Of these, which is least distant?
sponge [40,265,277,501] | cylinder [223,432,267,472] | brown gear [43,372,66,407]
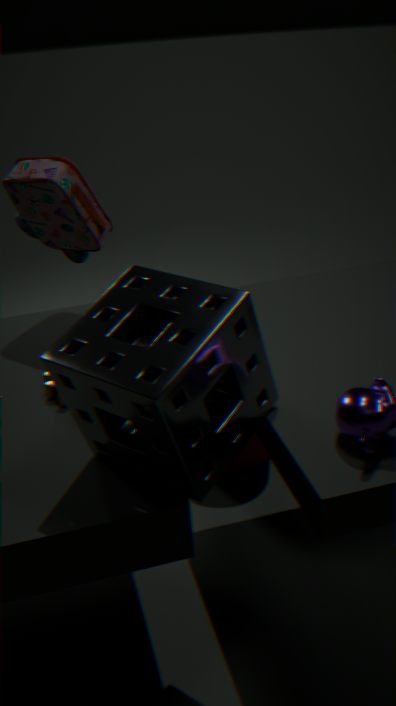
sponge [40,265,277,501]
